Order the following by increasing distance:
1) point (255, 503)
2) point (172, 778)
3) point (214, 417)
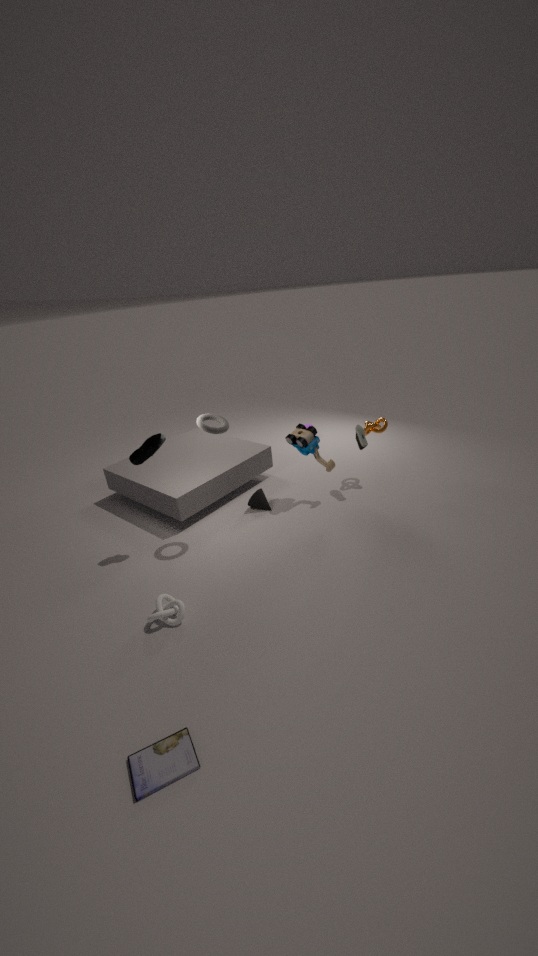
2. point (172, 778), 3. point (214, 417), 1. point (255, 503)
